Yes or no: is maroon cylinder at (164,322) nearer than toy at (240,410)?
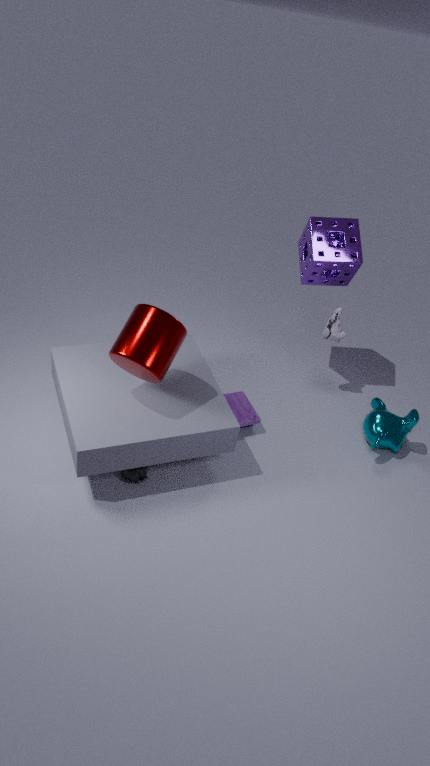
Yes
